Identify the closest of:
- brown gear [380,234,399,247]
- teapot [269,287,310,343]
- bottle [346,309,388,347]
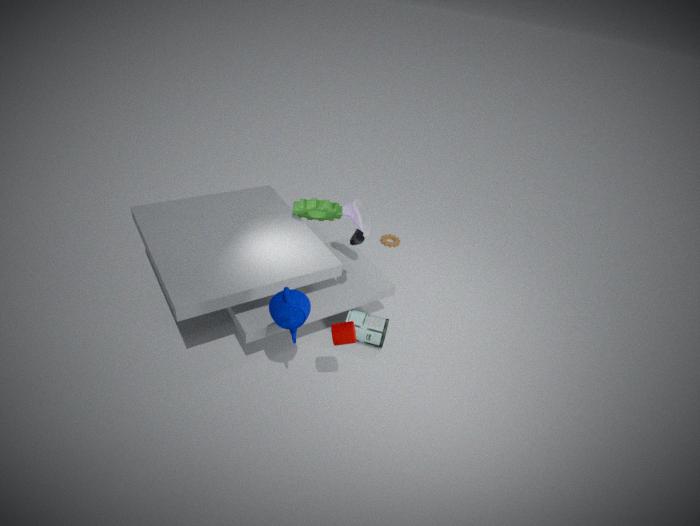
teapot [269,287,310,343]
